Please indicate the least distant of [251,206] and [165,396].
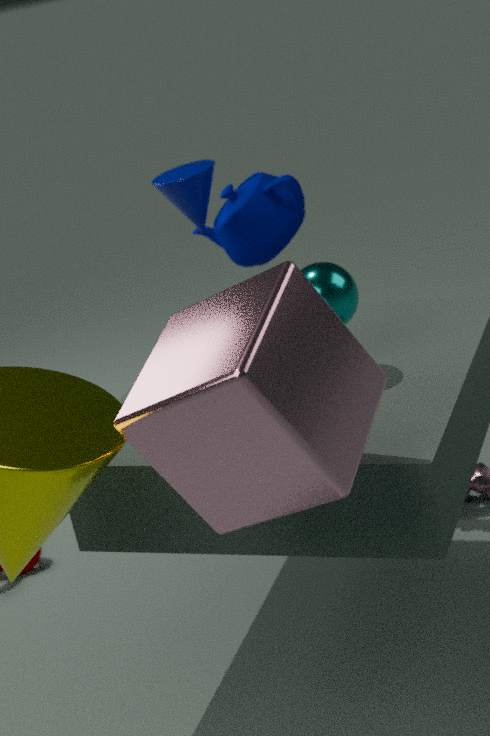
[165,396]
